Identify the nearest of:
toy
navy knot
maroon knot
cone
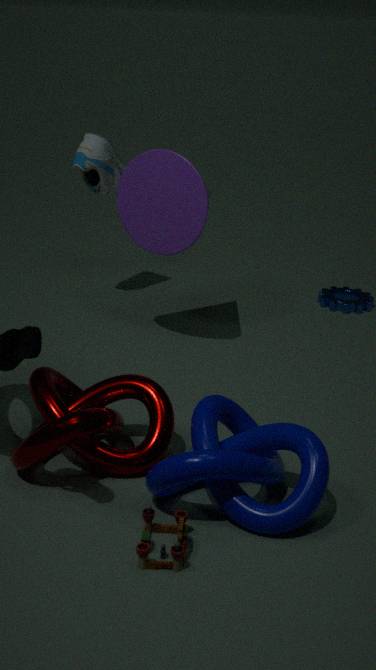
toy
